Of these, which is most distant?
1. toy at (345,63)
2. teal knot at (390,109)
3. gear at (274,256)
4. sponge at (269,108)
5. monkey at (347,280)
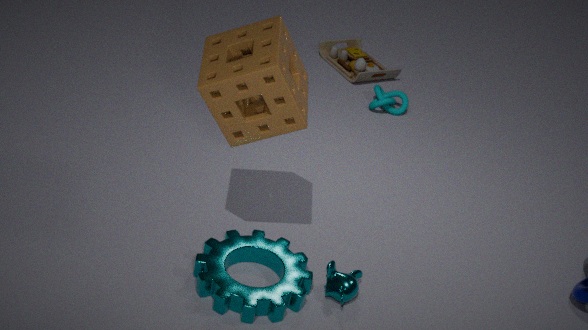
toy at (345,63)
